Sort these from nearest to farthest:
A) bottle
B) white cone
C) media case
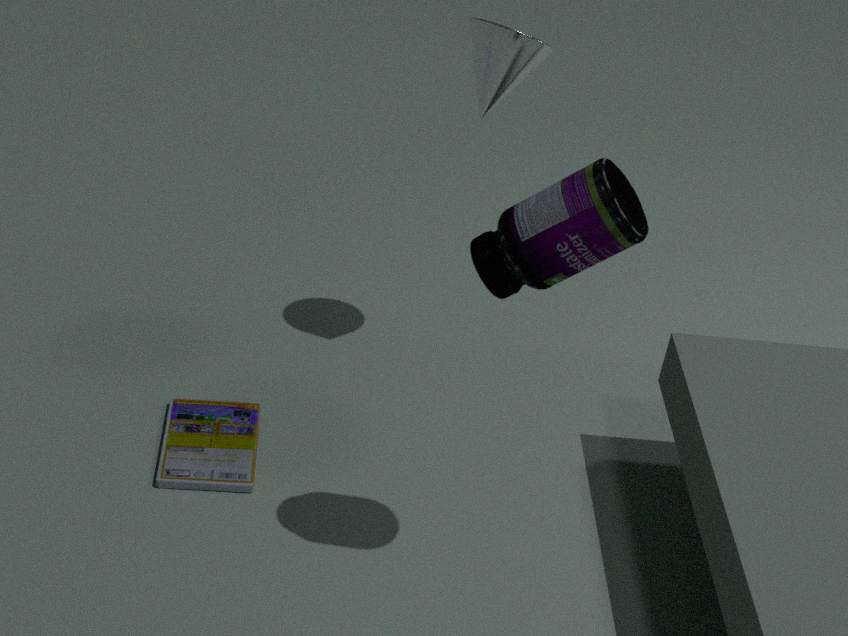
1. bottle
2. white cone
3. media case
